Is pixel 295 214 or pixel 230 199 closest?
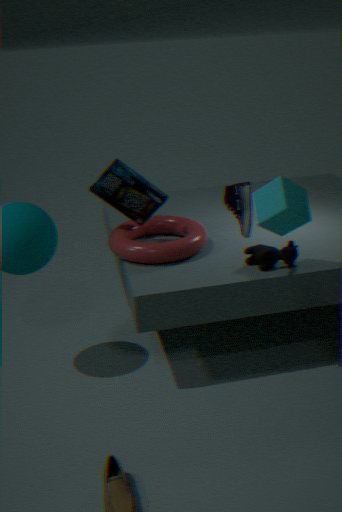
pixel 230 199
